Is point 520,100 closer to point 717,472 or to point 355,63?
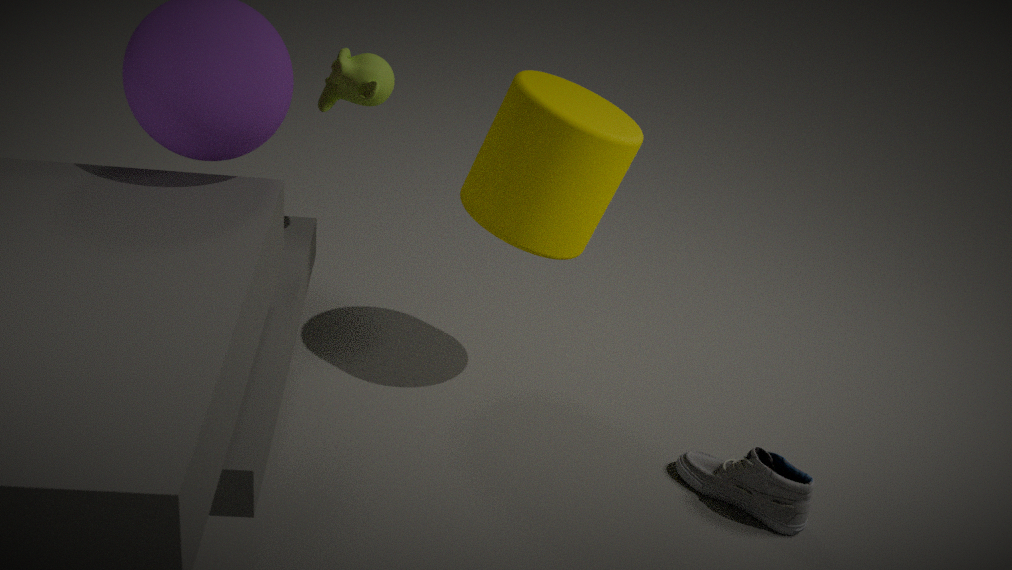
point 355,63
